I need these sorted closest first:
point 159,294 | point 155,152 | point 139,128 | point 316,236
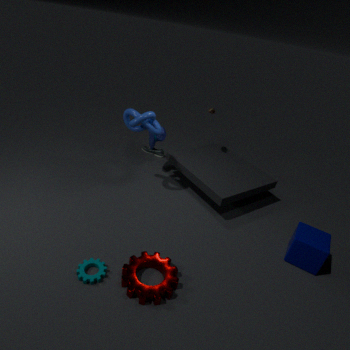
1. point 159,294
2. point 316,236
3. point 139,128
4. point 155,152
